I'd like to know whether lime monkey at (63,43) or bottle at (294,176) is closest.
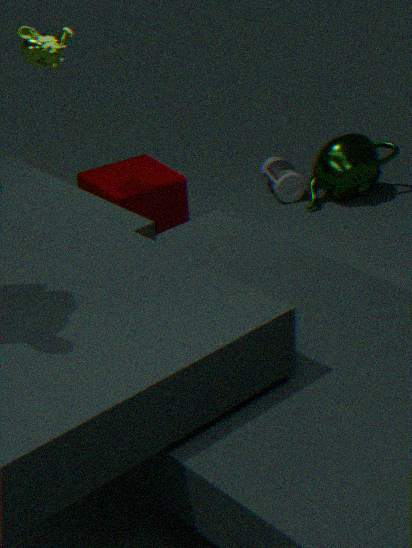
lime monkey at (63,43)
